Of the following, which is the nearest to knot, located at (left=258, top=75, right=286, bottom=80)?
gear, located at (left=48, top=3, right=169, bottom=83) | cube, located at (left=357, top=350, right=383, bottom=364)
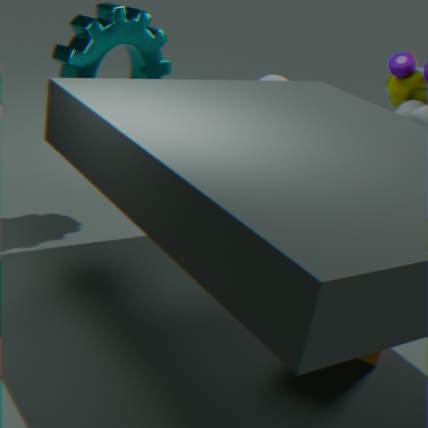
gear, located at (left=48, top=3, right=169, bottom=83)
